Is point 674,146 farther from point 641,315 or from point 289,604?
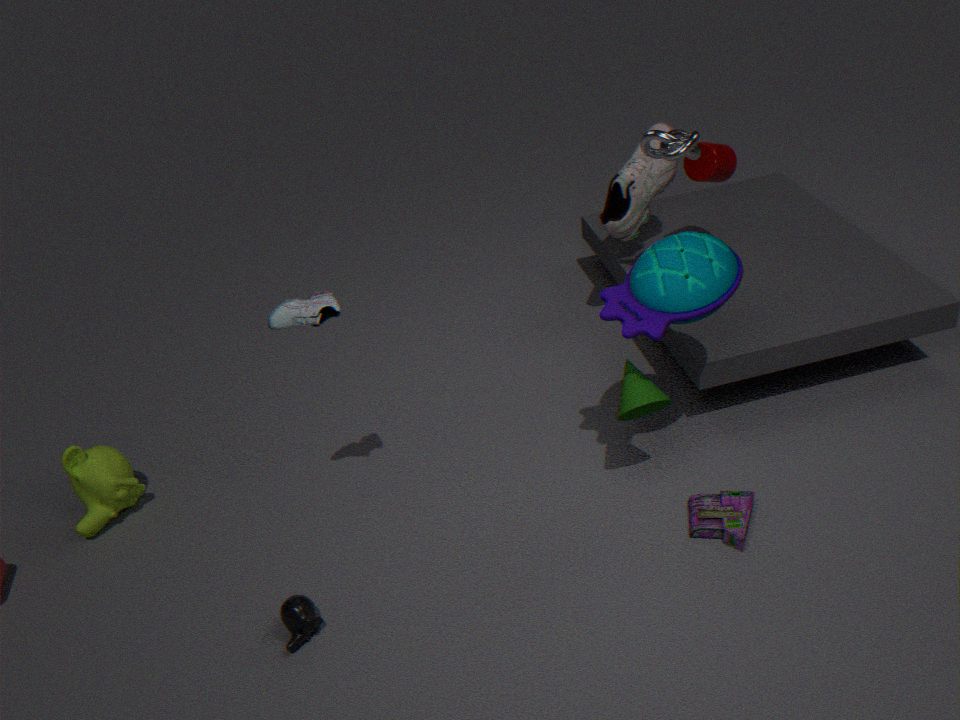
point 289,604
